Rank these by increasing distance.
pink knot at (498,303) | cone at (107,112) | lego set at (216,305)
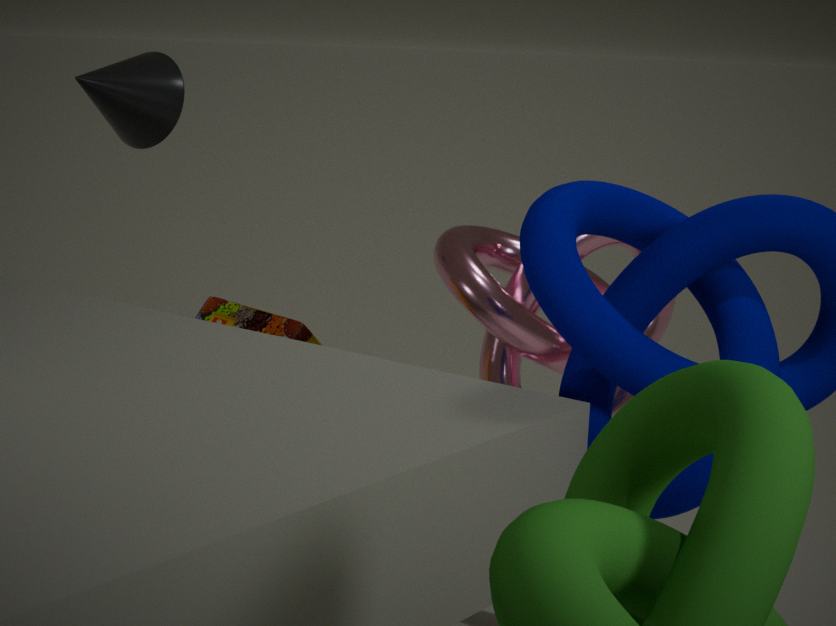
lego set at (216,305)
pink knot at (498,303)
cone at (107,112)
